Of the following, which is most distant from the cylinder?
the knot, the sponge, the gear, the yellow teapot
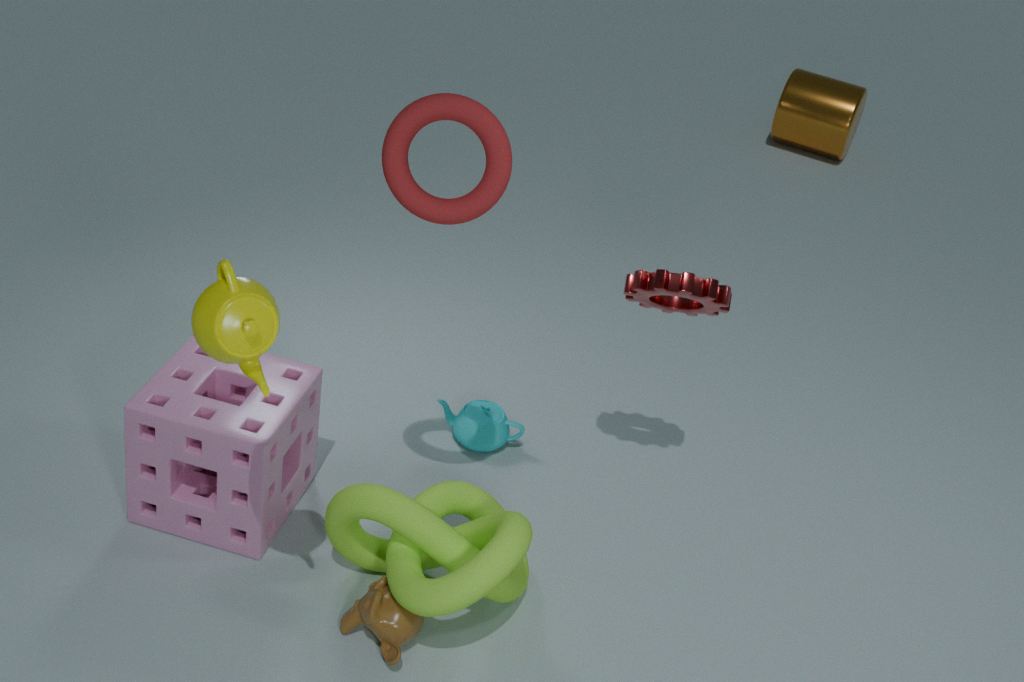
the yellow teapot
